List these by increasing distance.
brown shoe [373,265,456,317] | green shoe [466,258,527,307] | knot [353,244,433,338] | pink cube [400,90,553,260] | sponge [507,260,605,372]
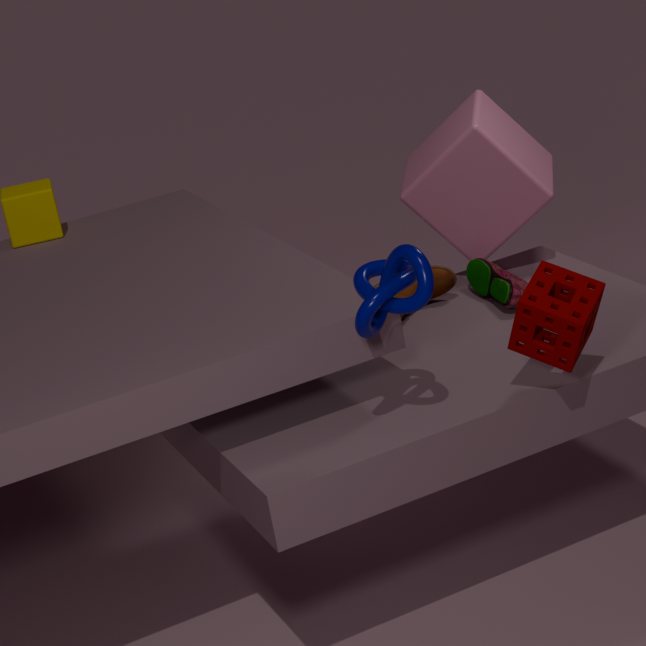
knot [353,244,433,338] < sponge [507,260,605,372] < green shoe [466,258,527,307] < brown shoe [373,265,456,317] < pink cube [400,90,553,260]
